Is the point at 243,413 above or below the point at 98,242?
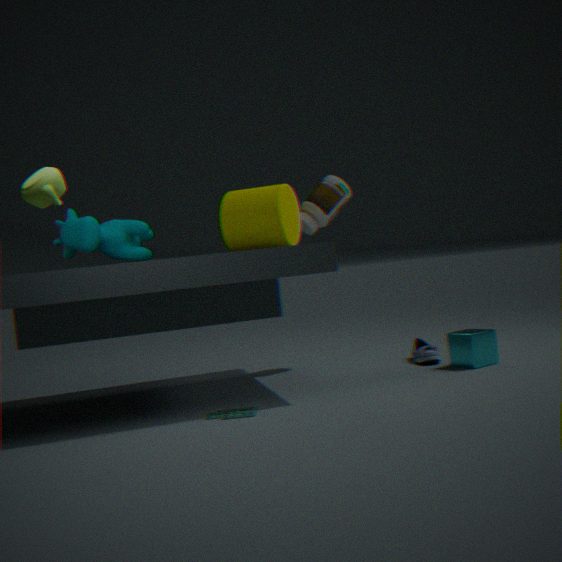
below
